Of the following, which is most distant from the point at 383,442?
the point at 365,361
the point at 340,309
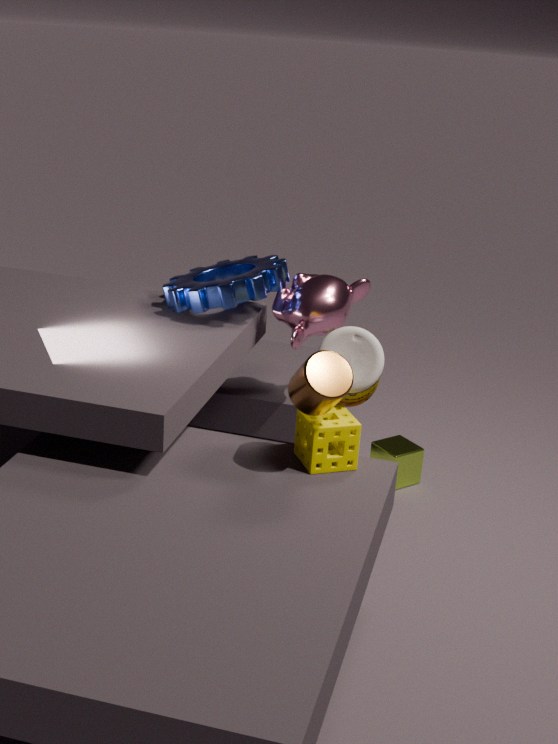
the point at 365,361
